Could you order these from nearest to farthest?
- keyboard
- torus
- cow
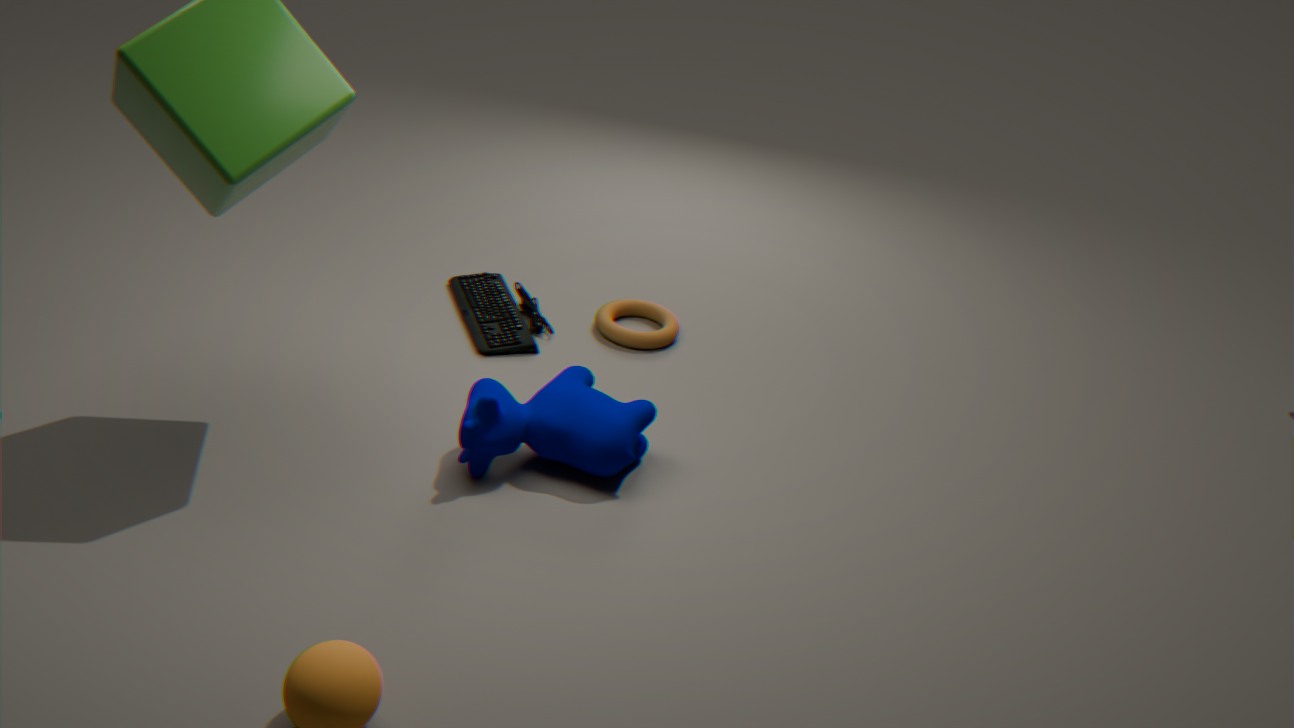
cow, keyboard, torus
